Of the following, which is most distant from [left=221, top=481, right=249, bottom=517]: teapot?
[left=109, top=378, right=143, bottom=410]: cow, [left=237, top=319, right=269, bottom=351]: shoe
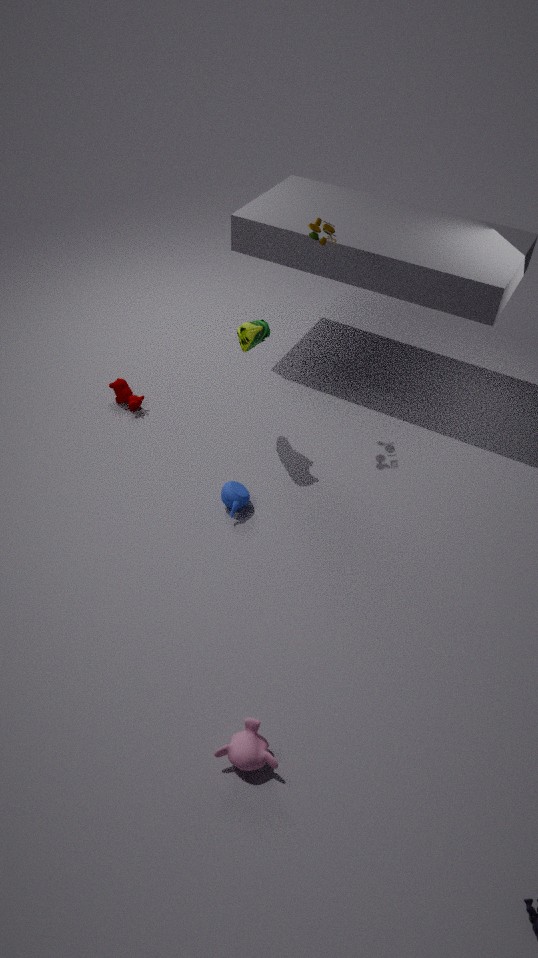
[left=109, top=378, right=143, bottom=410]: cow
